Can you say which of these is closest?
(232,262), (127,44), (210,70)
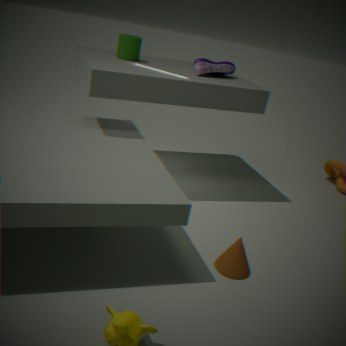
(232,262)
